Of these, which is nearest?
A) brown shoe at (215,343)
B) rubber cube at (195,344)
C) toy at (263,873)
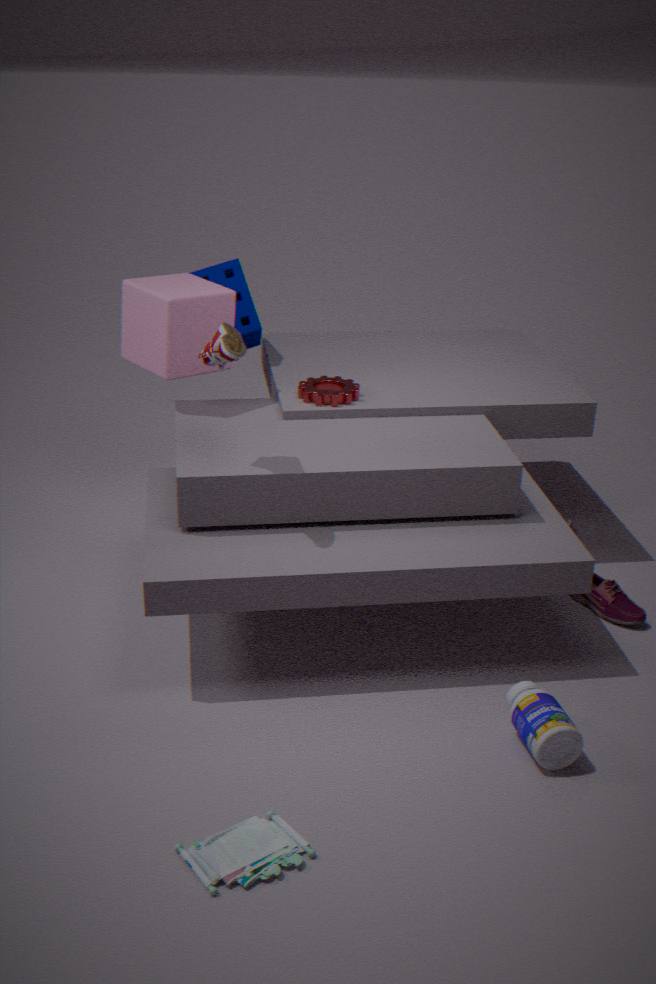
toy at (263,873)
